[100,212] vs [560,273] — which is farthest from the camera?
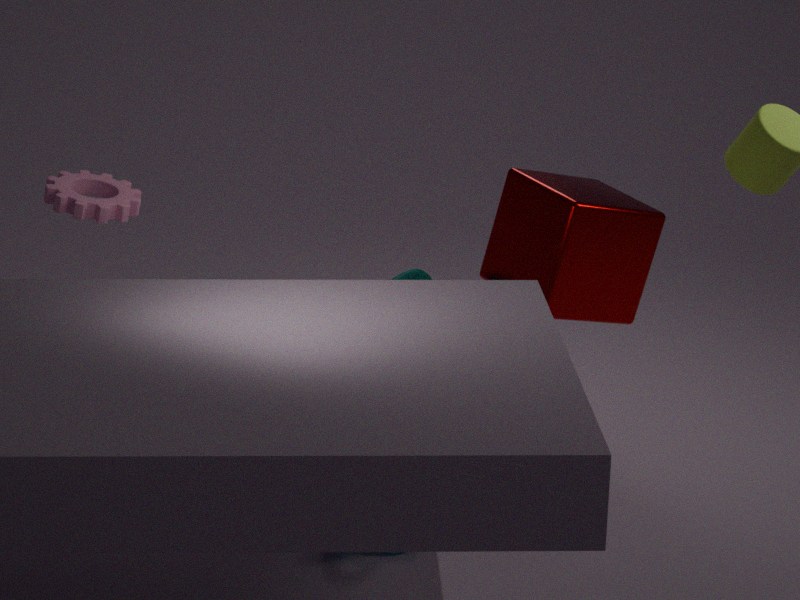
[560,273]
